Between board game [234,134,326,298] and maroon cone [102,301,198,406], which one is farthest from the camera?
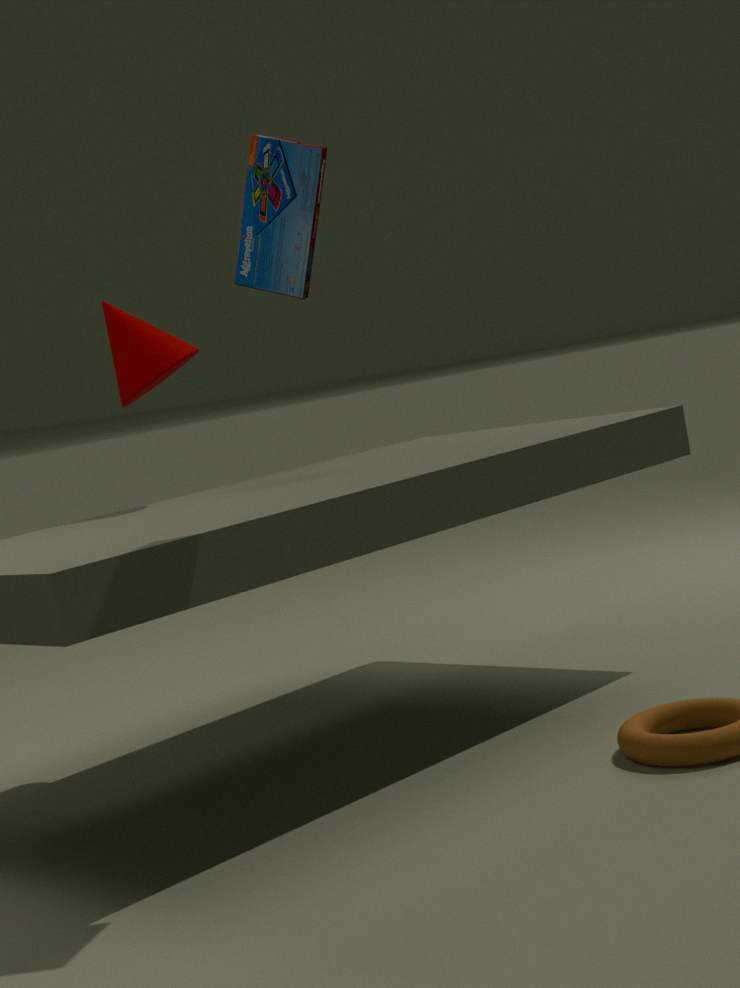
maroon cone [102,301,198,406]
